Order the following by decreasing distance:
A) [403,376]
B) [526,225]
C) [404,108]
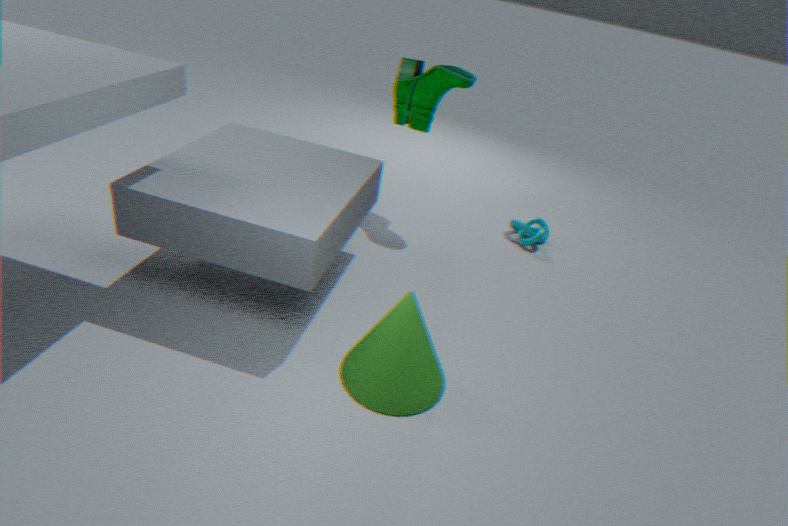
[526,225] < [404,108] < [403,376]
